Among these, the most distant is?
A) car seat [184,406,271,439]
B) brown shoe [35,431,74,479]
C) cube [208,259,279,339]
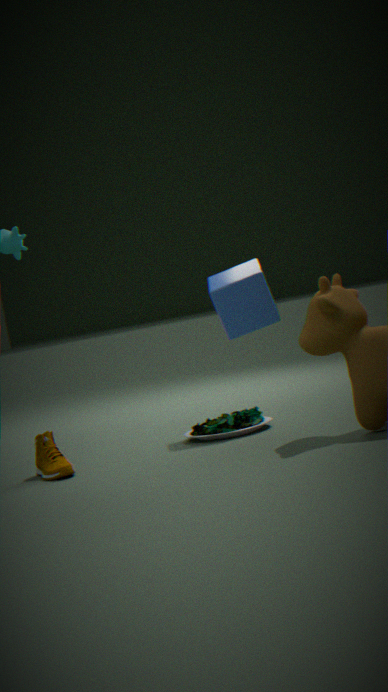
cube [208,259,279,339]
